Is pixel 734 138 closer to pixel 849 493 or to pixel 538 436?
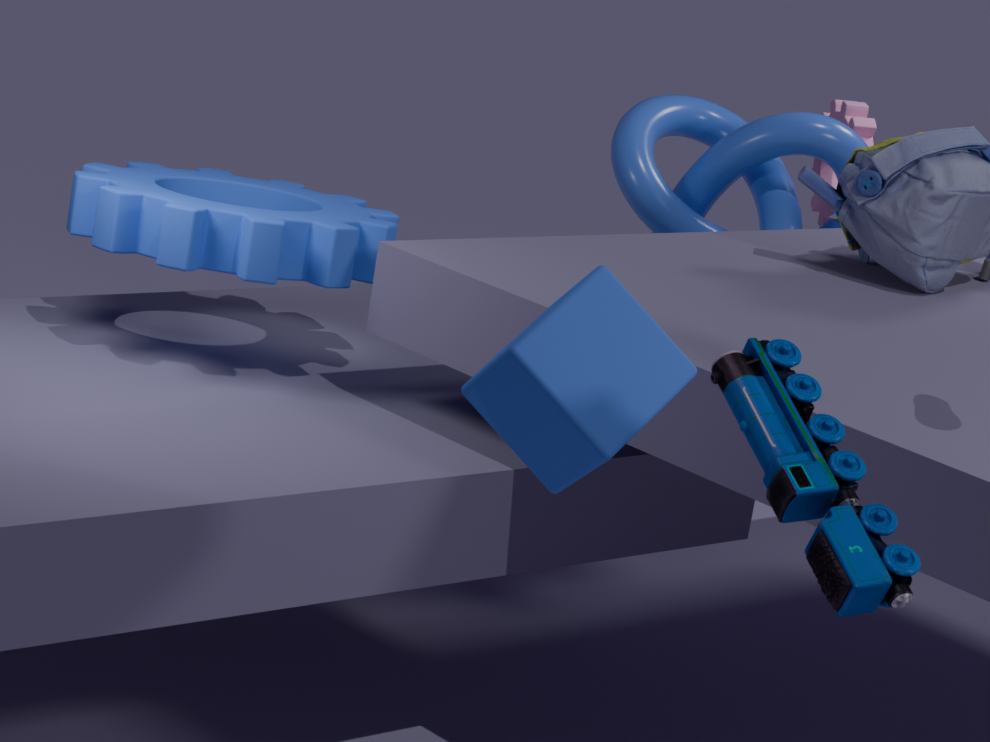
pixel 538 436
